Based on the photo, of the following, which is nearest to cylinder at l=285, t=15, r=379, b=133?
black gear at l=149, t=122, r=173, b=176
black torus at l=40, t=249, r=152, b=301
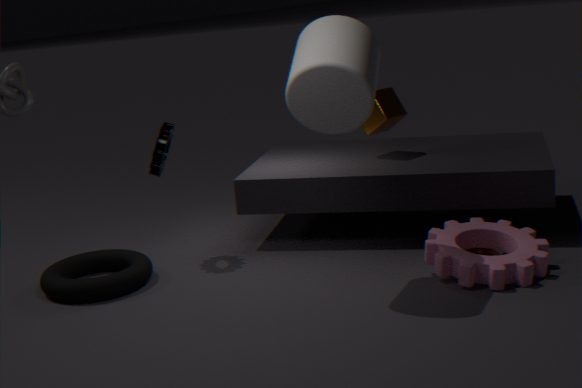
black gear at l=149, t=122, r=173, b=176
